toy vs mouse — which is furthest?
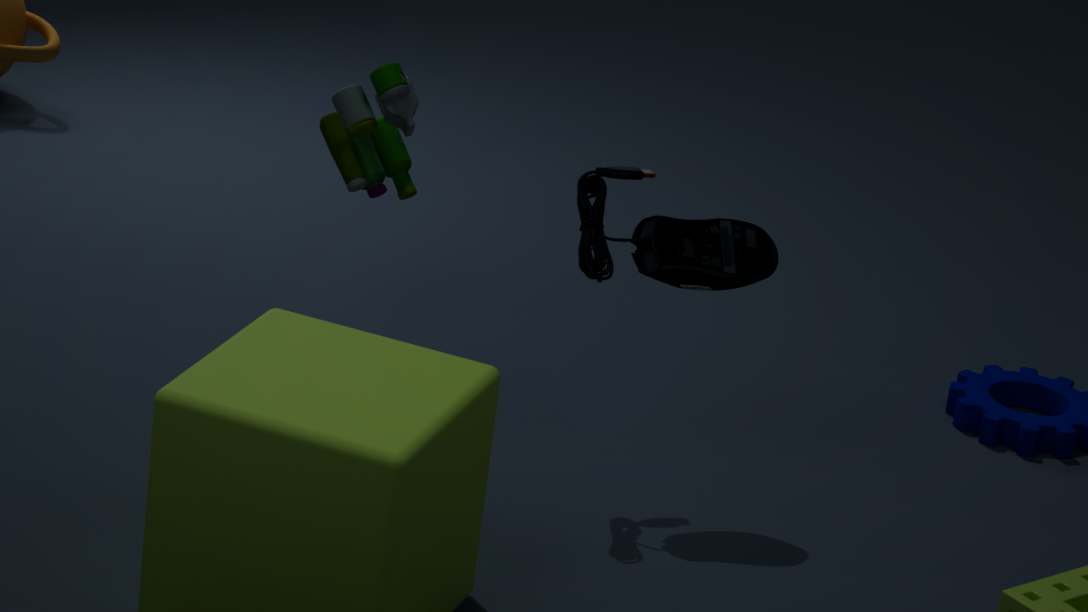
toy
